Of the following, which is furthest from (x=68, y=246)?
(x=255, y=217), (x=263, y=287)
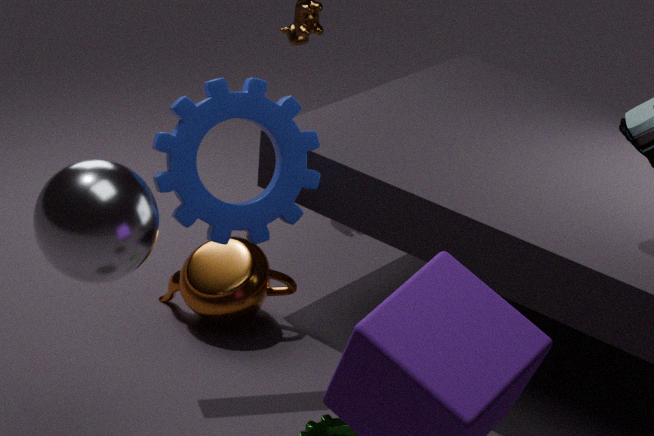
(x=263, y=287)
